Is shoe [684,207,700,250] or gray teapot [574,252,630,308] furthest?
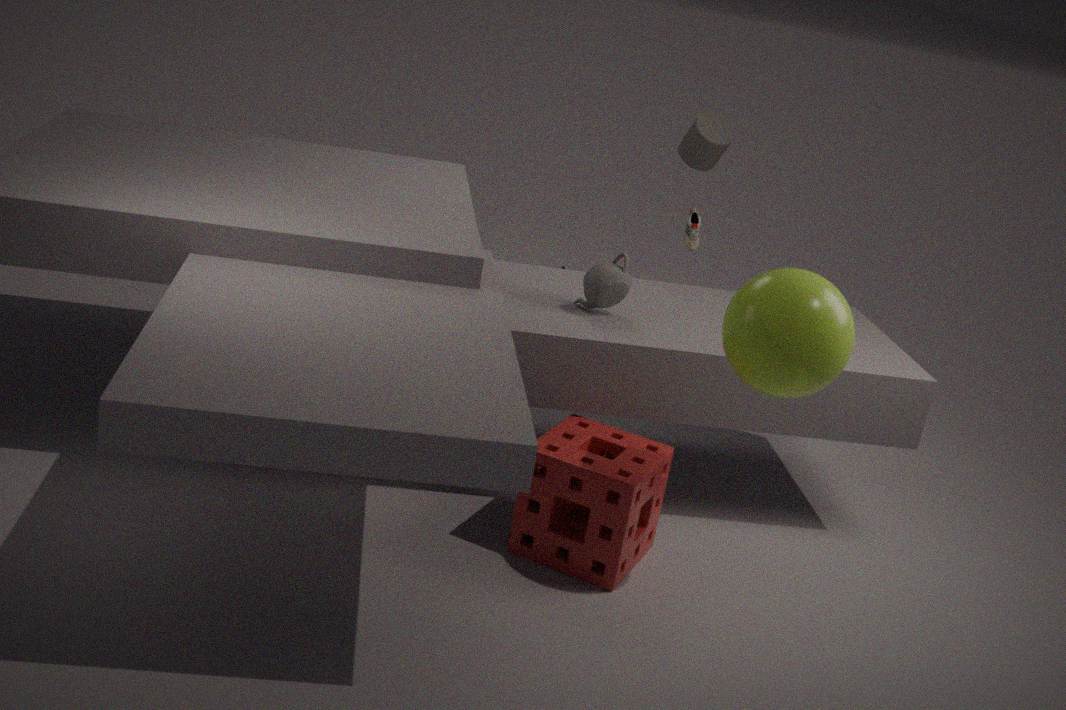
shoe [684,207,700,250]
